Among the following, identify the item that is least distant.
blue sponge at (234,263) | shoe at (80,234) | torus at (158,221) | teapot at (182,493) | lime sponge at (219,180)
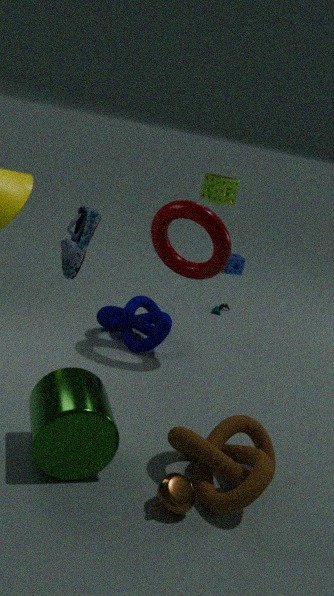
shoe at (80,234)
